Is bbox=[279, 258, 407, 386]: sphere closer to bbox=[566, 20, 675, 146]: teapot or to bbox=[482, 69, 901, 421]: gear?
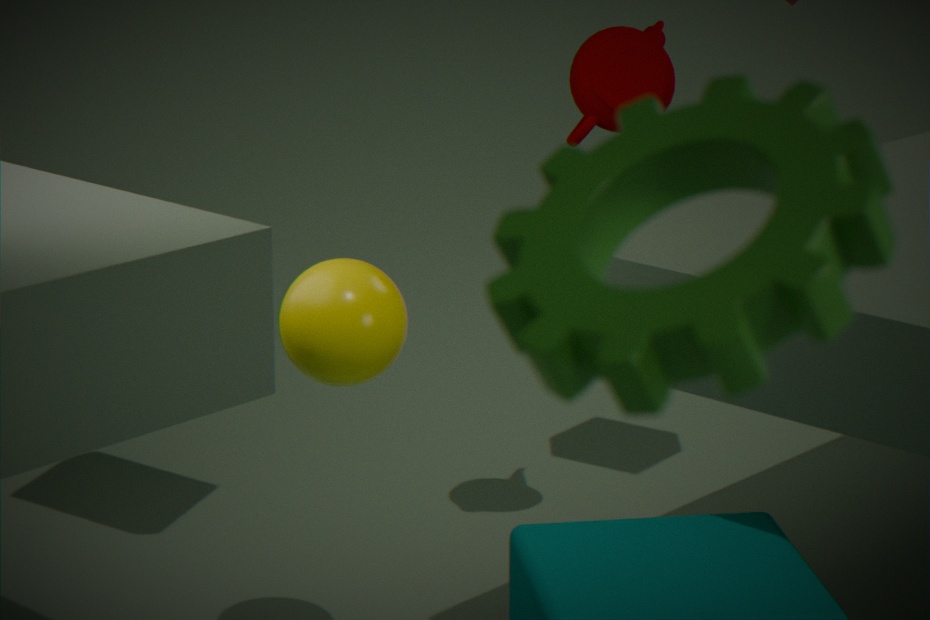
bbox=[566, 20, 675, 146]: teapot
